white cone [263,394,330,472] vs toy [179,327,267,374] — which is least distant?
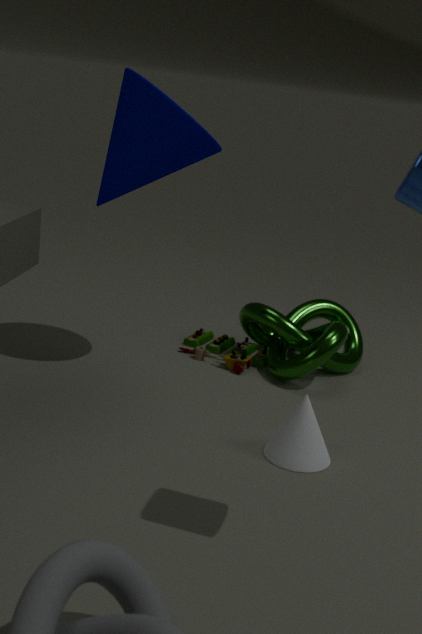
white cone [263,394,330,472]
